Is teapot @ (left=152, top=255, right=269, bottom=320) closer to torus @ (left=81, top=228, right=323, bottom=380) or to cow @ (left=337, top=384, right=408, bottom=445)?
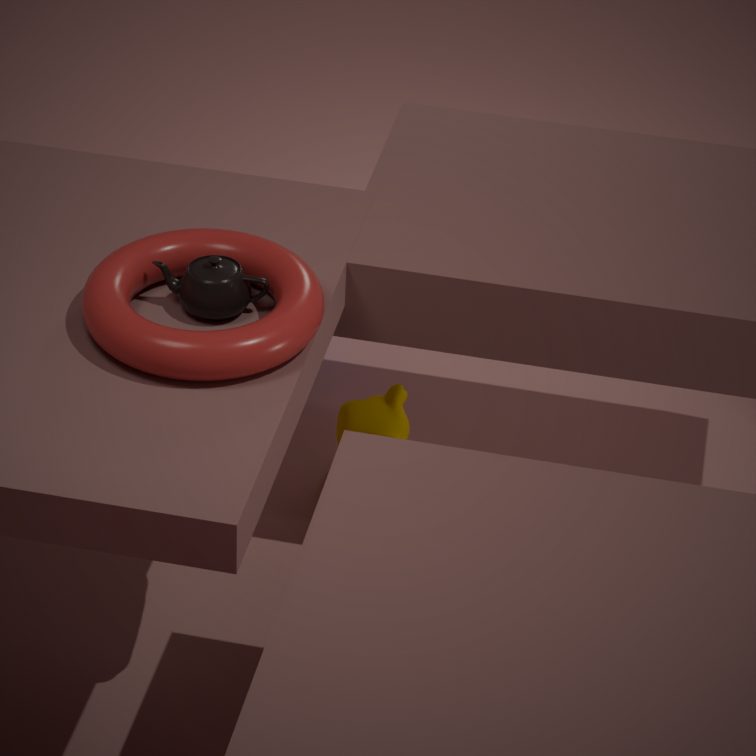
torus @ (left=81, top=228, right=323, bottom=380)
